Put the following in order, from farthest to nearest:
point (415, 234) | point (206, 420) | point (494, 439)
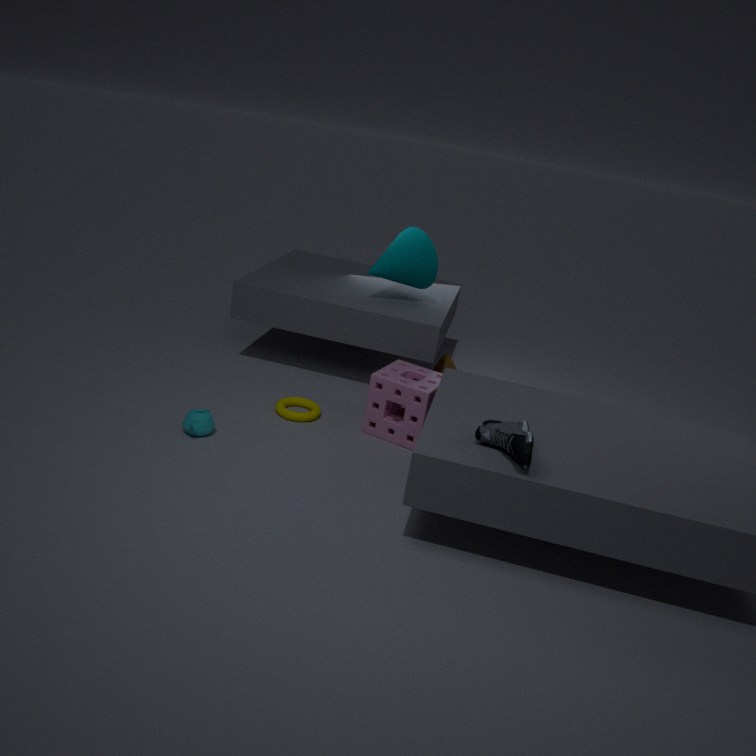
point (415, 234) → point (206, 420) → point (494, 439)
